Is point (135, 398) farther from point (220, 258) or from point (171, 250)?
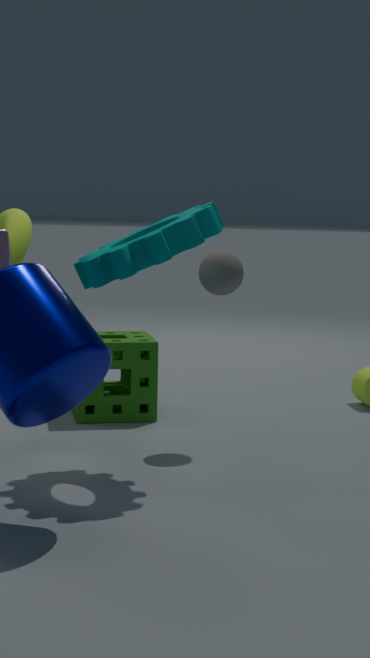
point (171, 250)
